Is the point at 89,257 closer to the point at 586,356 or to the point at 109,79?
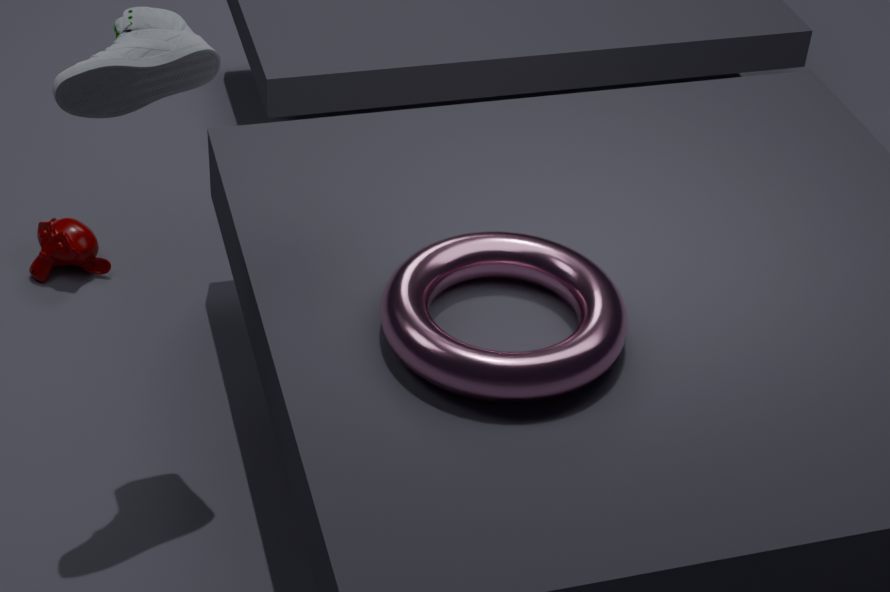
the point at 109,79
